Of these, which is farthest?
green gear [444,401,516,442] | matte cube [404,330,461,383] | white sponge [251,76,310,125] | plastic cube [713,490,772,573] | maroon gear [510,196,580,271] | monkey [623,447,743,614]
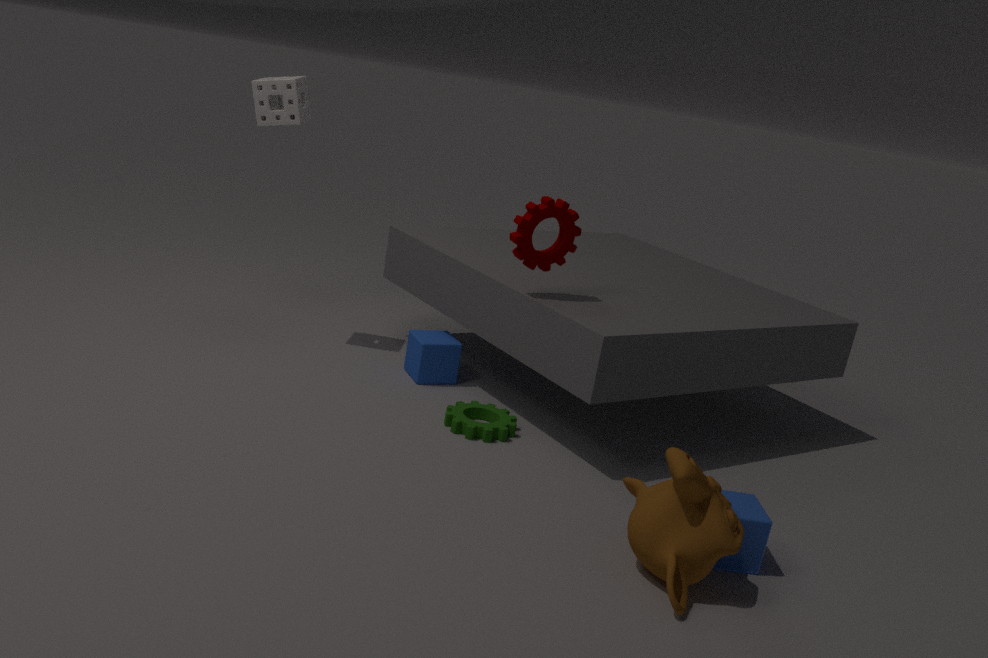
matte cube [404,330,461,383]
